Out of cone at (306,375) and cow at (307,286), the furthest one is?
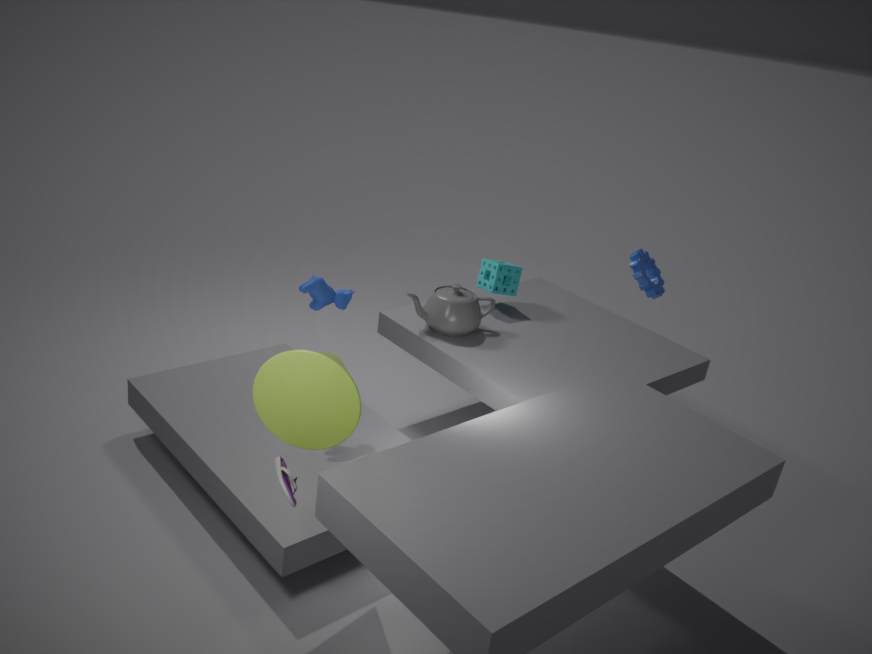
cow at (307,286)
